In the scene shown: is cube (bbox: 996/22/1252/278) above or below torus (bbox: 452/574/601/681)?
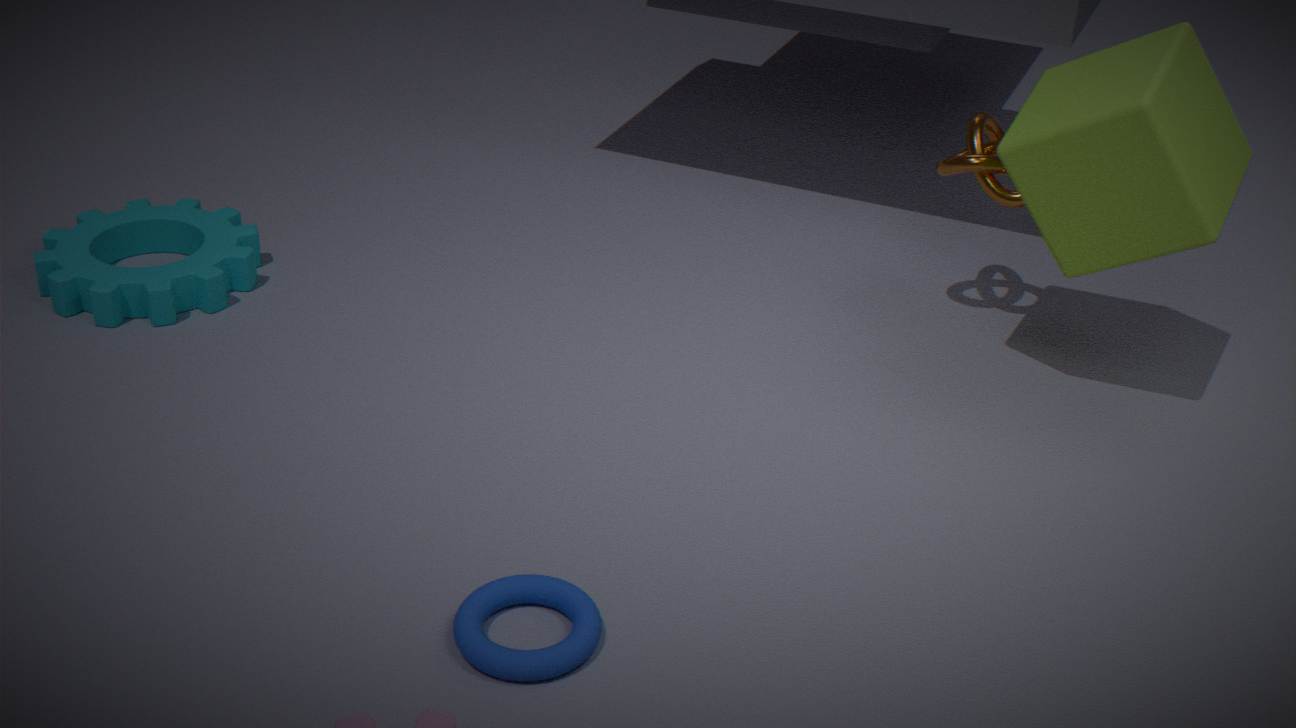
above
